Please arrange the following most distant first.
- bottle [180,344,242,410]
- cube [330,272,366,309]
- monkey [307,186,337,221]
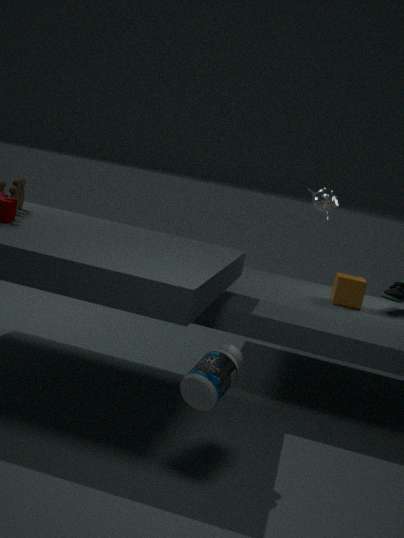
1. monkey [307,186,337,221]
2. cube [330,272,366,309]
3. bottle [180,344,242,410]
